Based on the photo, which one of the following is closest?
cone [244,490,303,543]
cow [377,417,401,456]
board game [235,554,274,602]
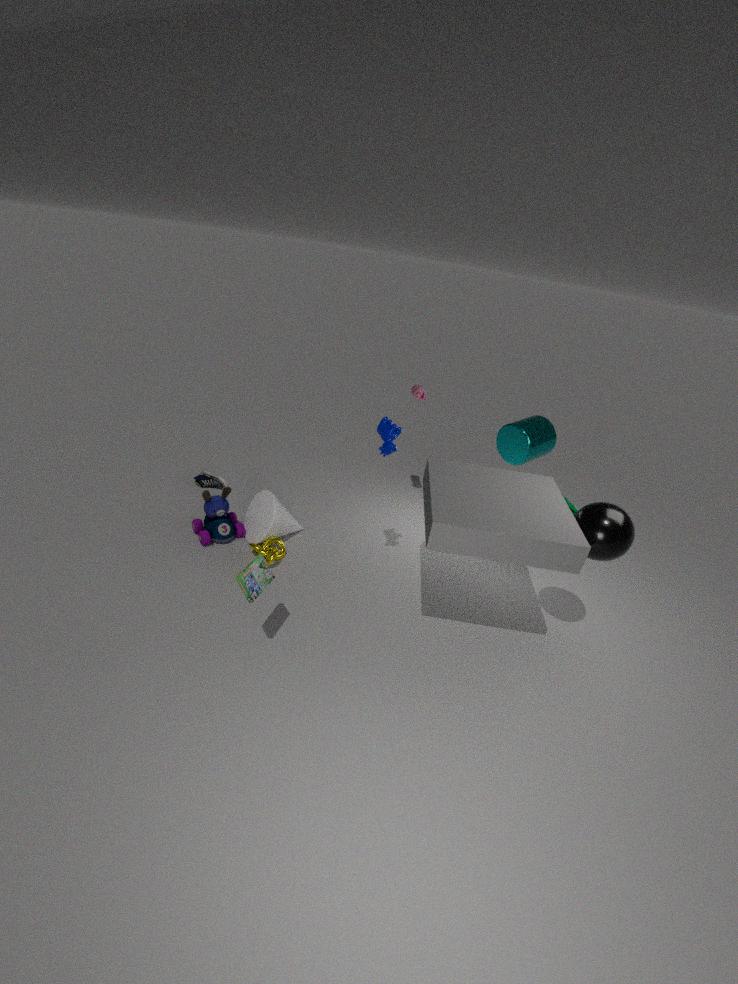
board game [235,554,274,602]
